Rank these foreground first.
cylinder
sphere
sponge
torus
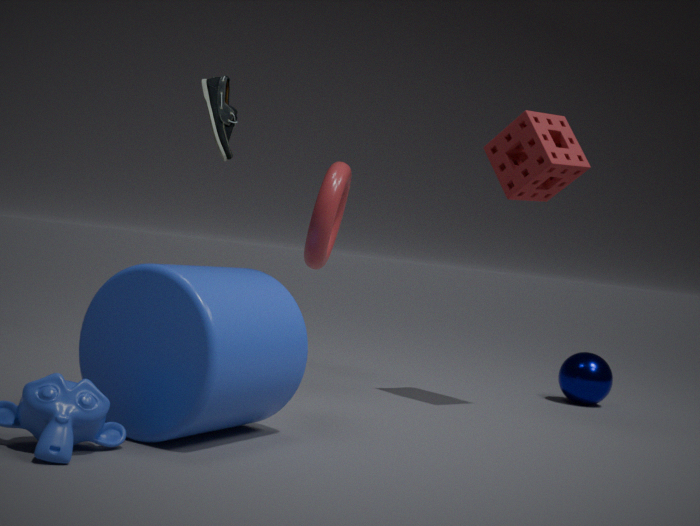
cylinder, torus, sponge, sphere
